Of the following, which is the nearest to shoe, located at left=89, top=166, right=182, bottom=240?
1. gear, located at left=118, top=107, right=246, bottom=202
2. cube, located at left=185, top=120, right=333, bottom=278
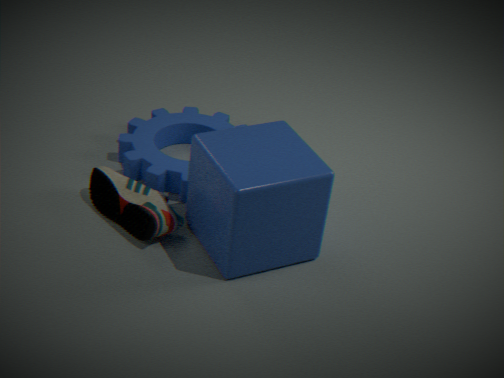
cube, located at left=185, top=120, right=333, bottom=278
